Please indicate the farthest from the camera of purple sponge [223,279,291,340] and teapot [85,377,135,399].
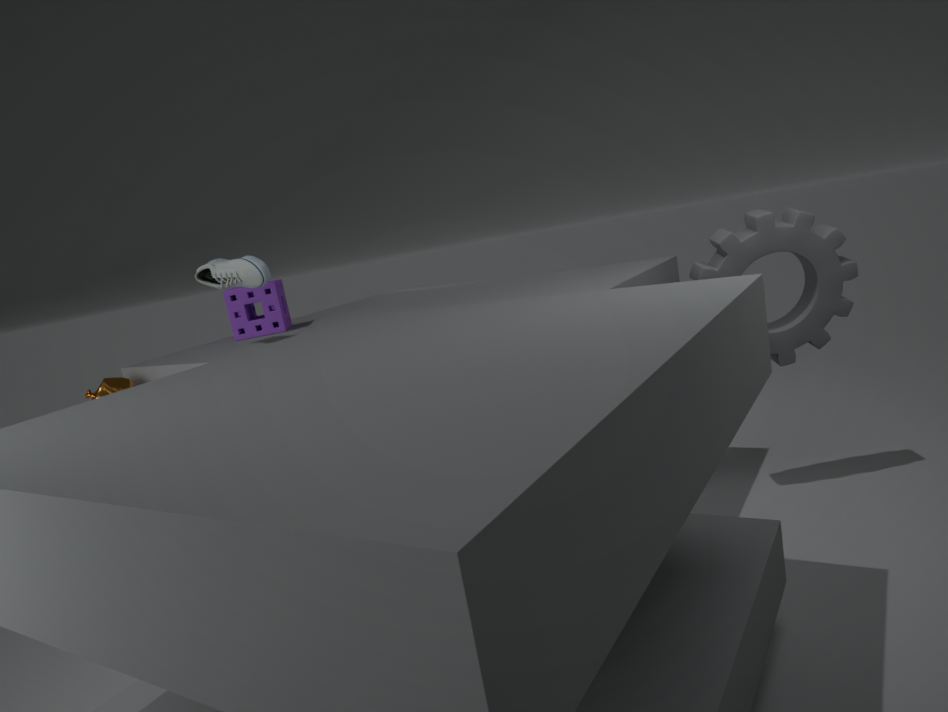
purple sponge [223,279,291,340]
